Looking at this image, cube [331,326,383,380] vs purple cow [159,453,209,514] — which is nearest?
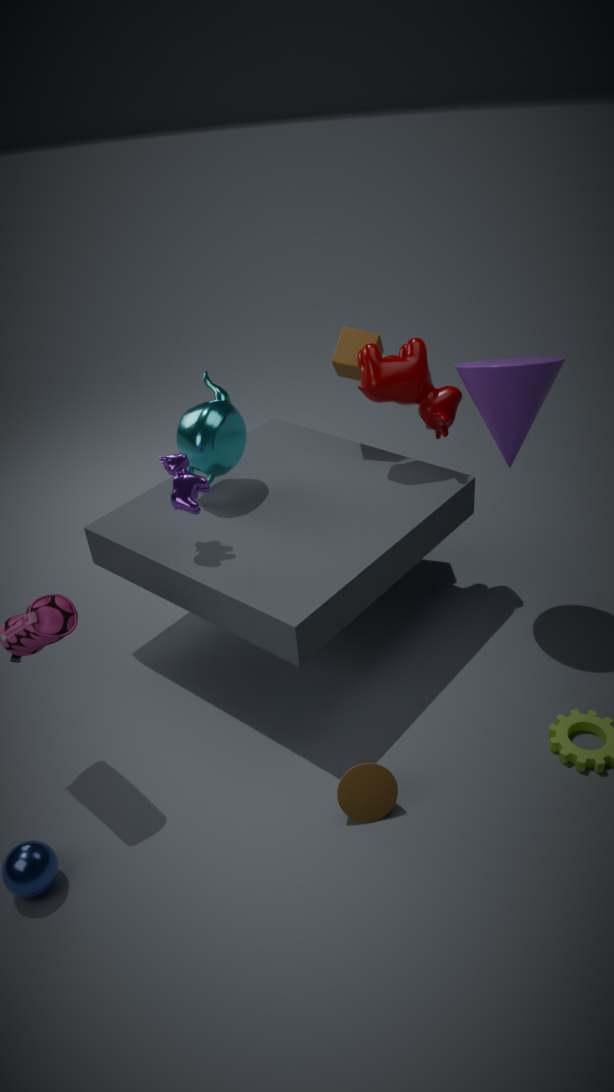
purple cow [159,453,209,514]
